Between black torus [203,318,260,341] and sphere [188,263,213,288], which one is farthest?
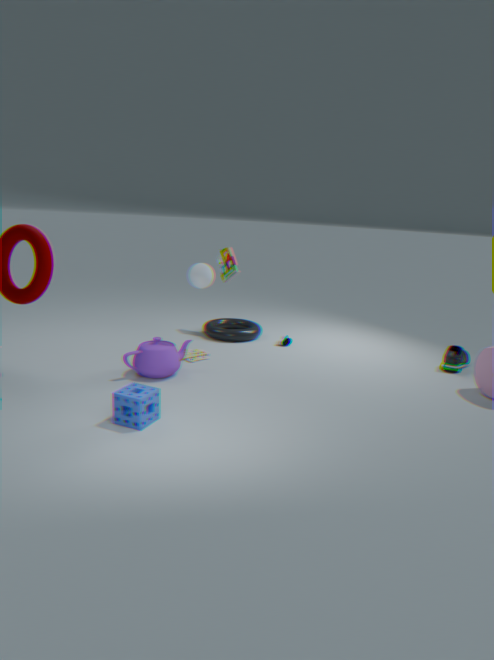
black torus [203,318,260,341]
